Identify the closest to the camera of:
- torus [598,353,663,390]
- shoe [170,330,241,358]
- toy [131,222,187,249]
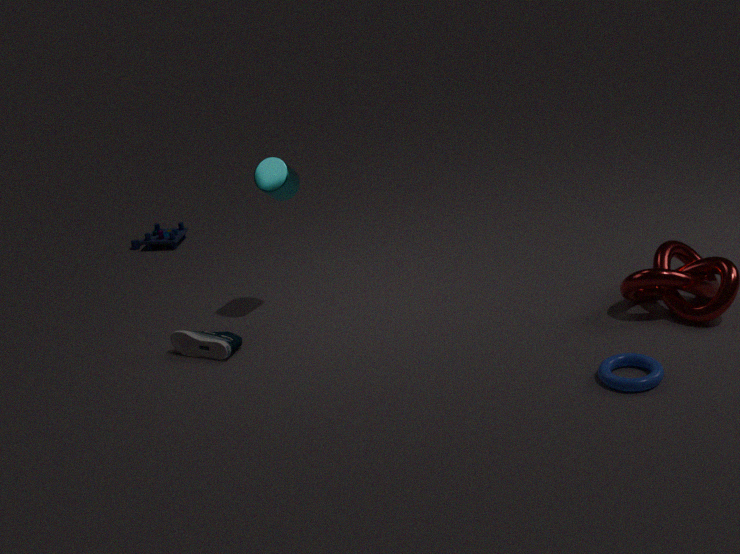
torus [598,353,663,390]
